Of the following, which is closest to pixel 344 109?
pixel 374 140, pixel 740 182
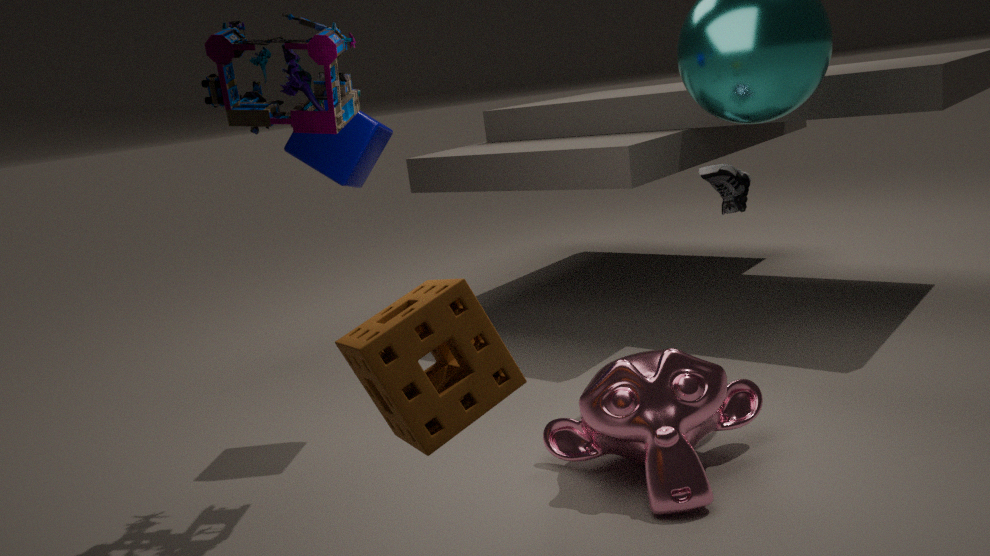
pixel 374 140
